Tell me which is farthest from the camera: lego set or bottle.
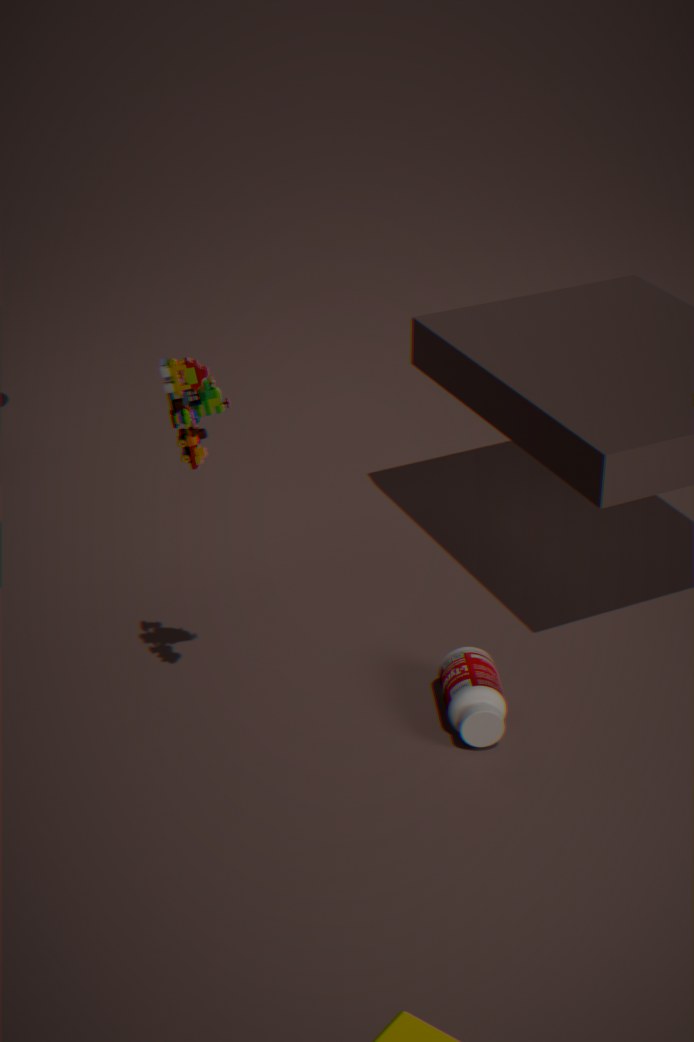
bottle
